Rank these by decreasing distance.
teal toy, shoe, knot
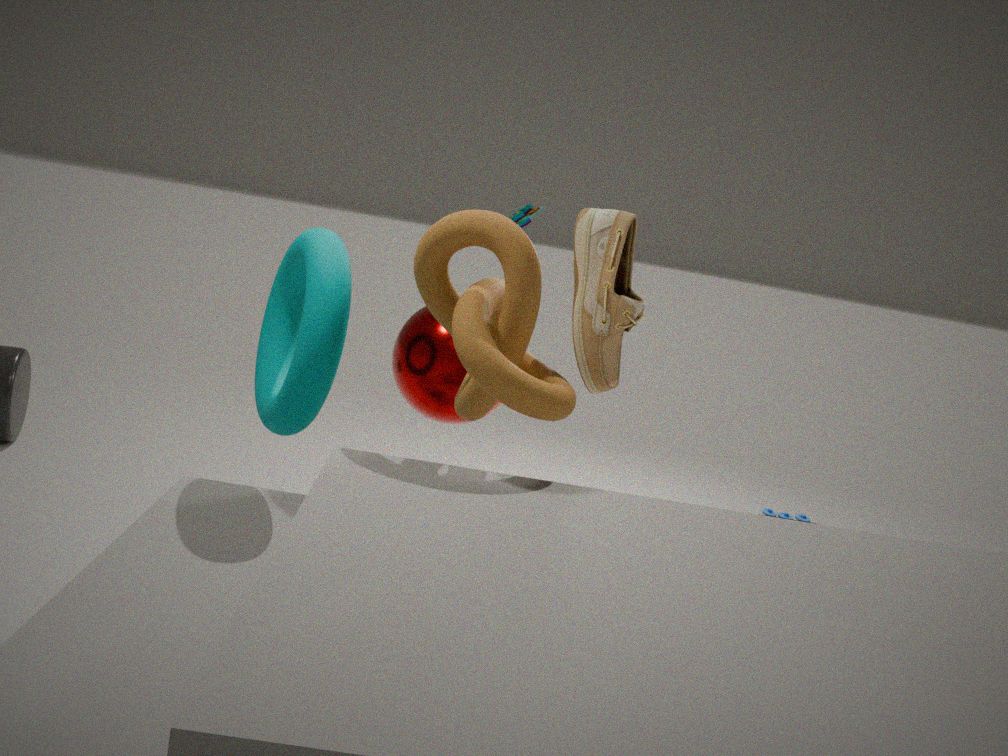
teal toy, shoe, knot
